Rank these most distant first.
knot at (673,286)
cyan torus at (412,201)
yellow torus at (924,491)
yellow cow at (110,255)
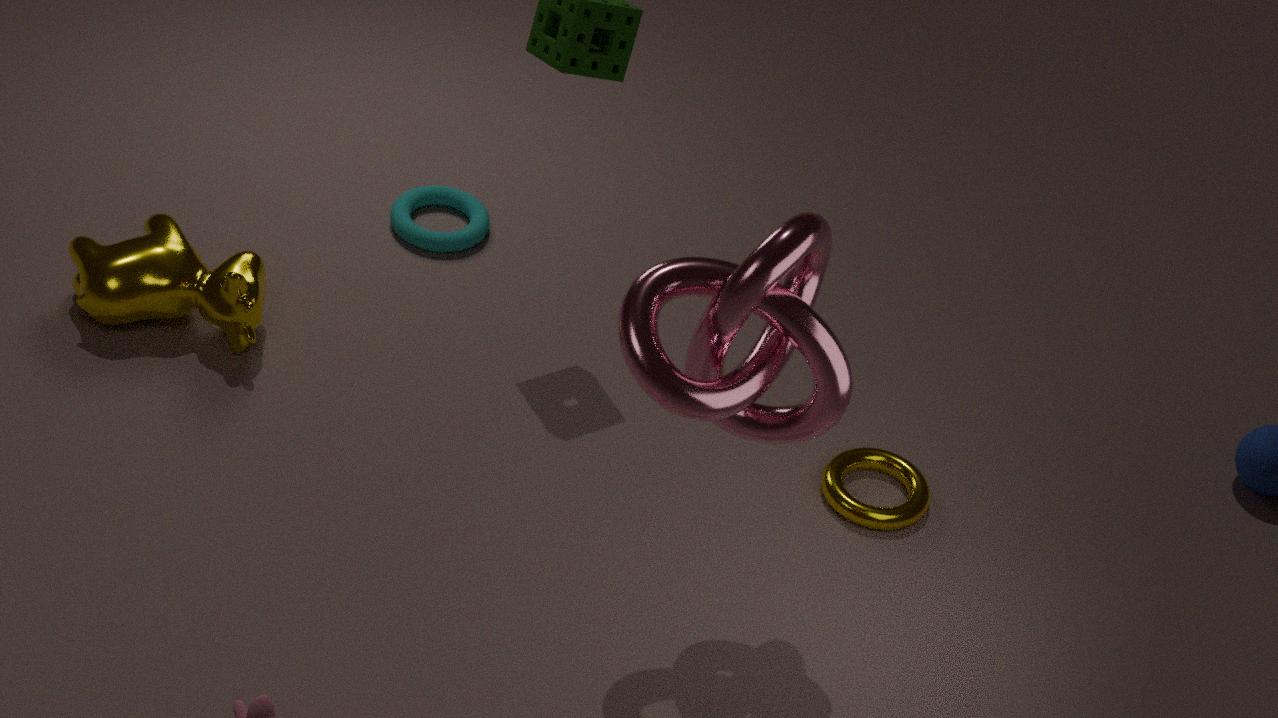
cyan torus at (412,201), yellow cow at (110,255), yellow torus at (924,491), knot at (673,286)
